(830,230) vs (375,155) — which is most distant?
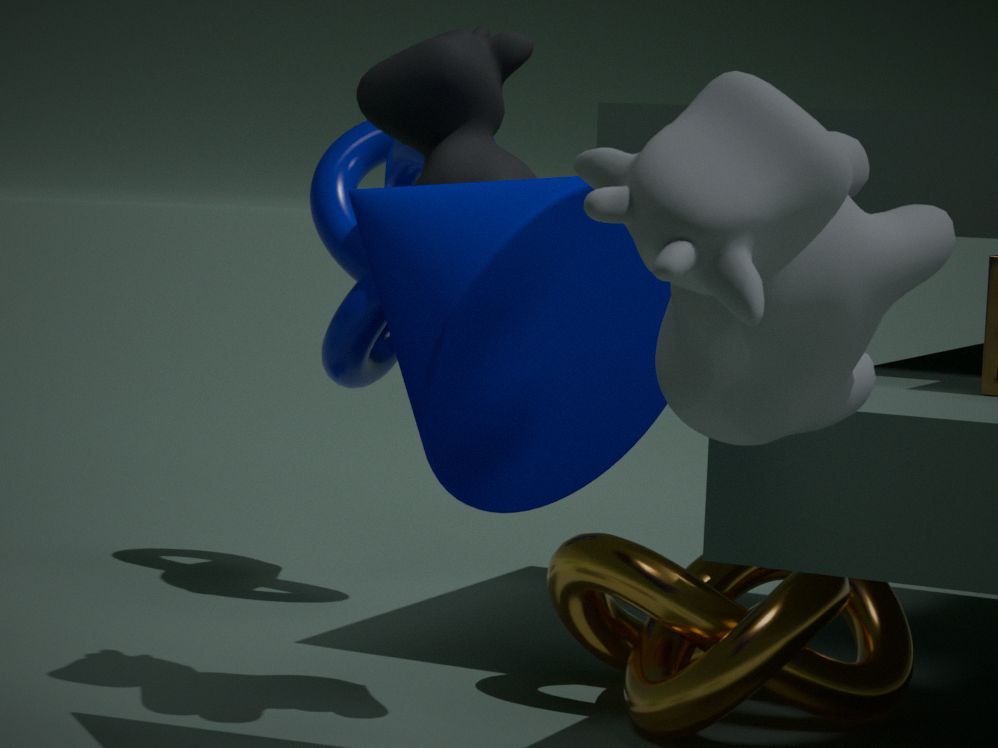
(375,155)
